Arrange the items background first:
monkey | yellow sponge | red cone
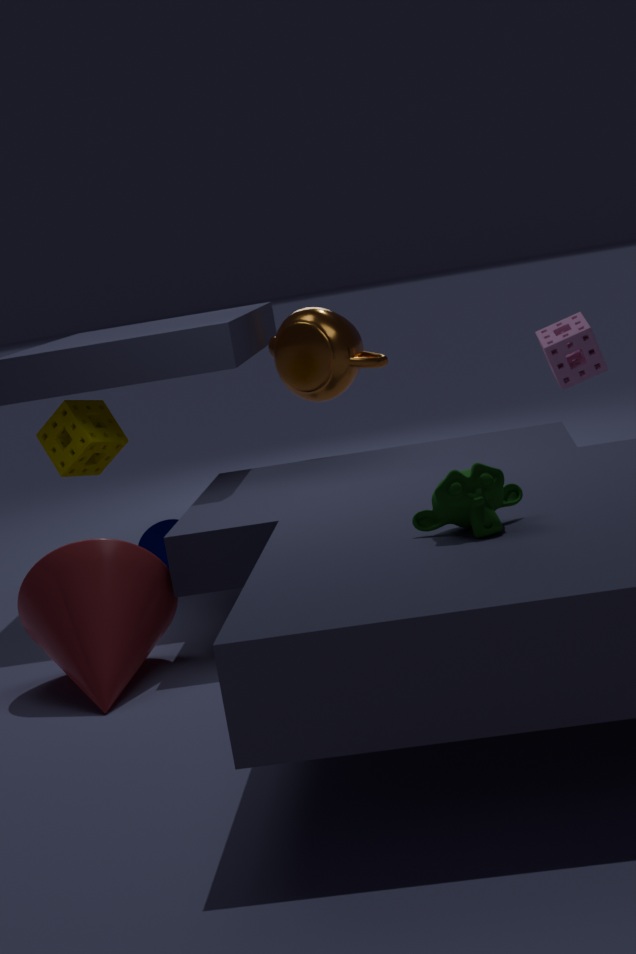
yellow sponge < red cone < monkey
